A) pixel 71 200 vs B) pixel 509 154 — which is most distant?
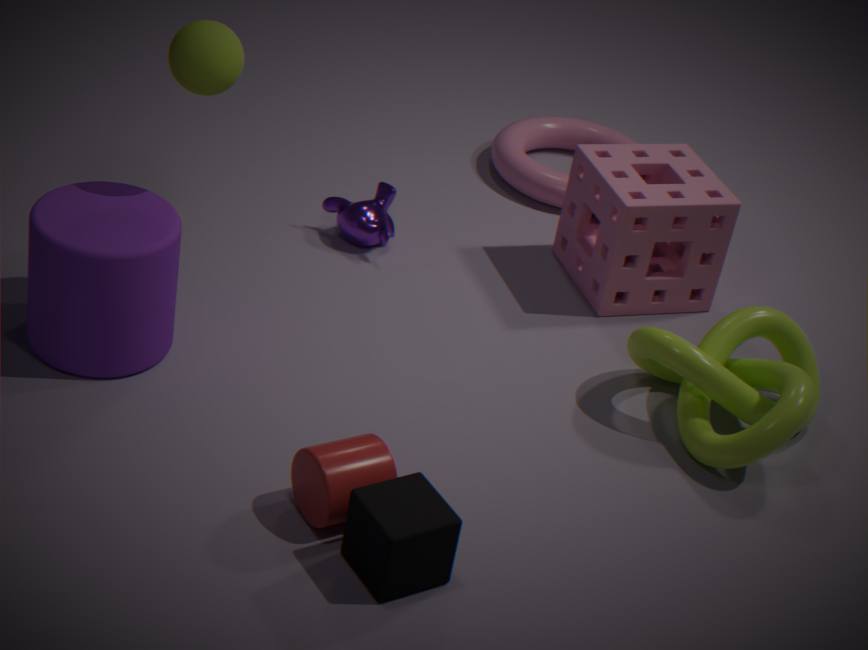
B. pixel 509 154
